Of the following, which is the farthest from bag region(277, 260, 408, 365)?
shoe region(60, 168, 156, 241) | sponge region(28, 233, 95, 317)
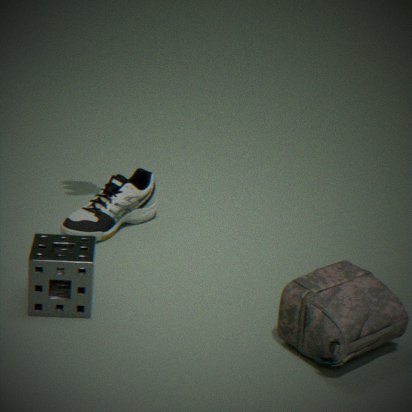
shoe region(60, 168, 156, 241)
